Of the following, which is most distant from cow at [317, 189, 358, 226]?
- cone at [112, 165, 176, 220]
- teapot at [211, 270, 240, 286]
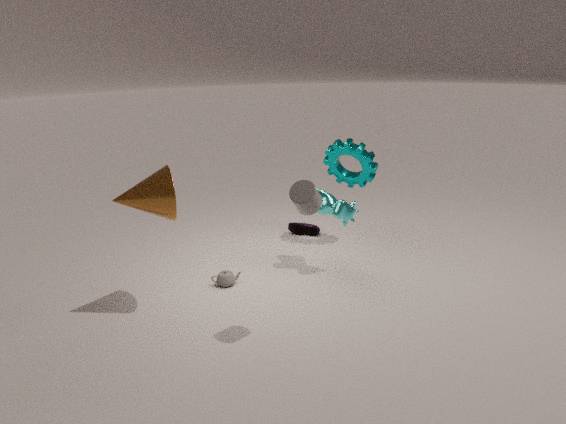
cone at [112, 165, 176, 220]
